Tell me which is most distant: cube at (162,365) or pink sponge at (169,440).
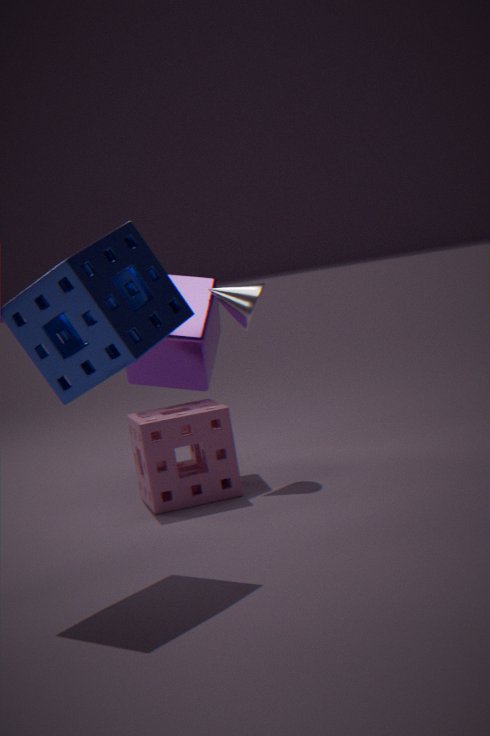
cube at (162,365)
